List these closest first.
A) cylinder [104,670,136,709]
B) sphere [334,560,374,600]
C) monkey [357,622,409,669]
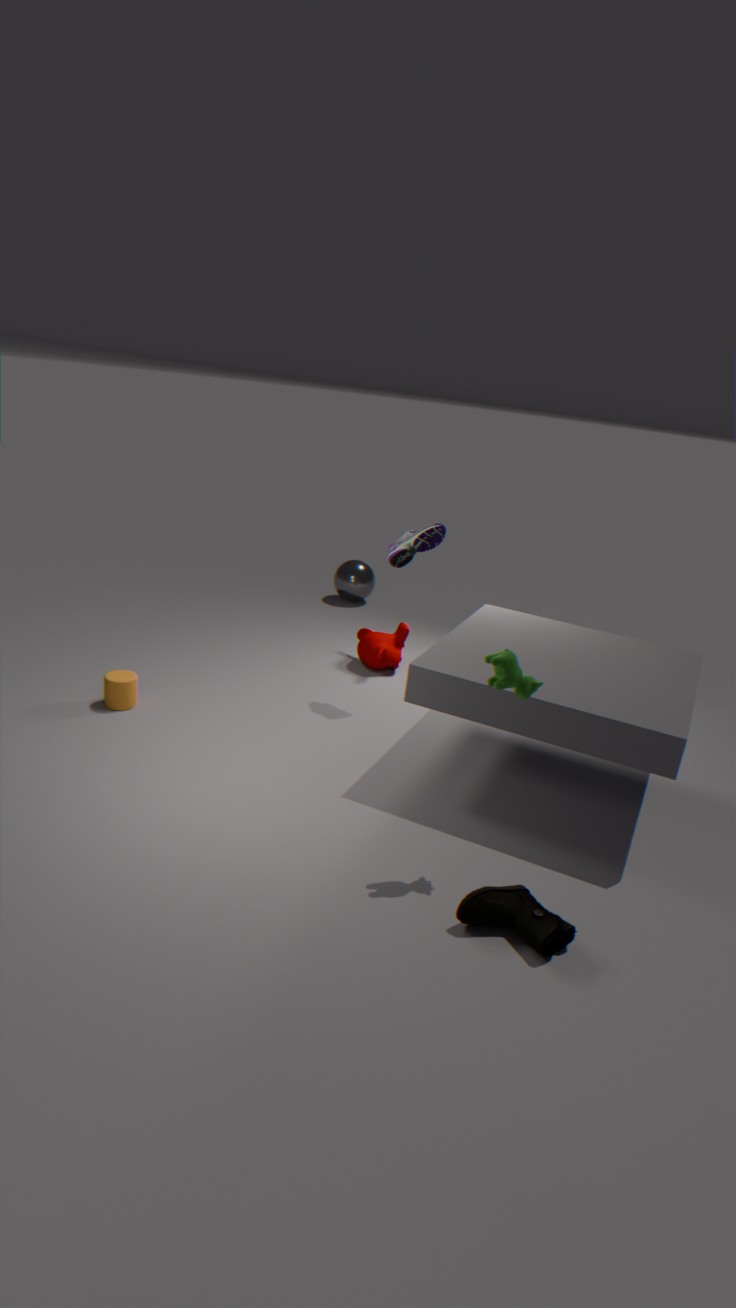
cylinder [104,670,136,709] → monkey [357,622,409,669] → sphere [334,560,374,600]
